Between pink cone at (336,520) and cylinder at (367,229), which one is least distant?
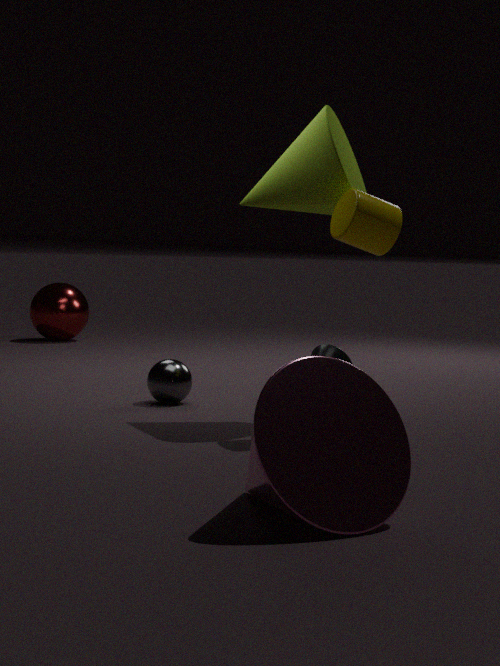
pink cone at (336,520)
